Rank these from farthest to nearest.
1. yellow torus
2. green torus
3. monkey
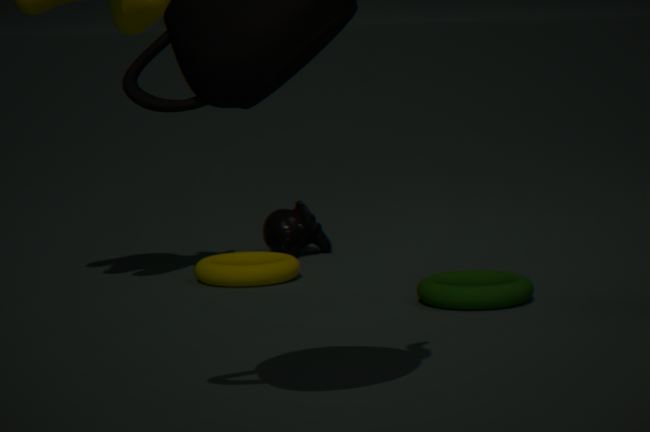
1. monkey
2. yellow torus
3. green torus
